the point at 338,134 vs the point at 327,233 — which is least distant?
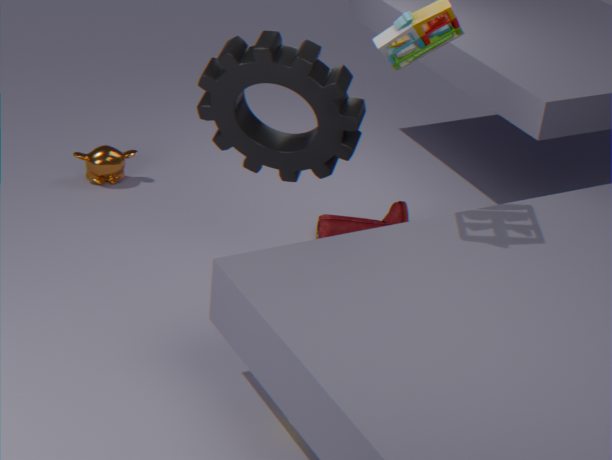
the point at 338,134
